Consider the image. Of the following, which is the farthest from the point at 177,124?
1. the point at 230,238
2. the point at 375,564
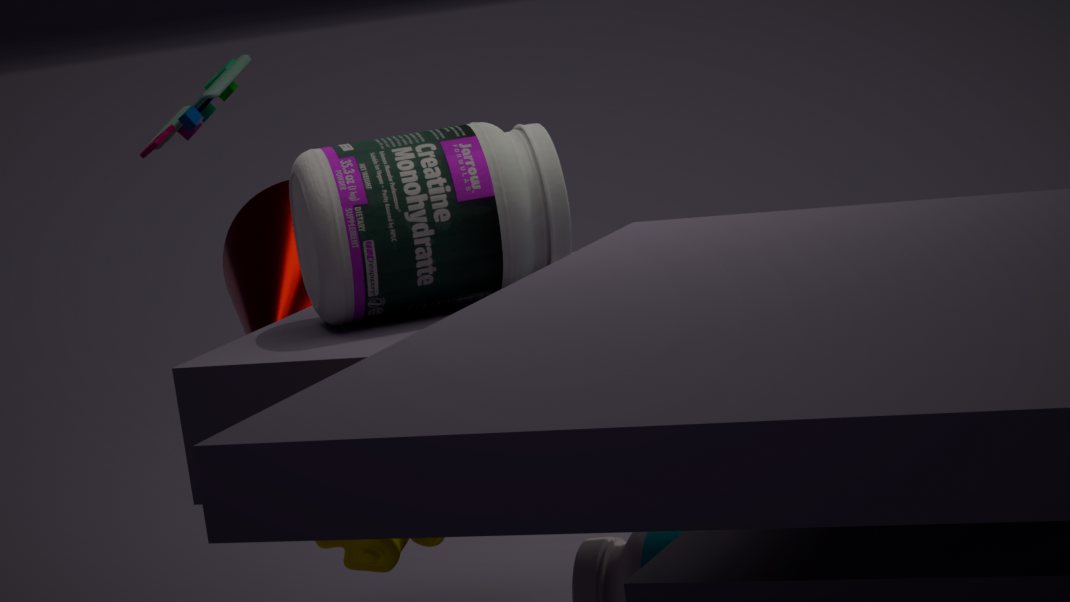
the point at 375,564
